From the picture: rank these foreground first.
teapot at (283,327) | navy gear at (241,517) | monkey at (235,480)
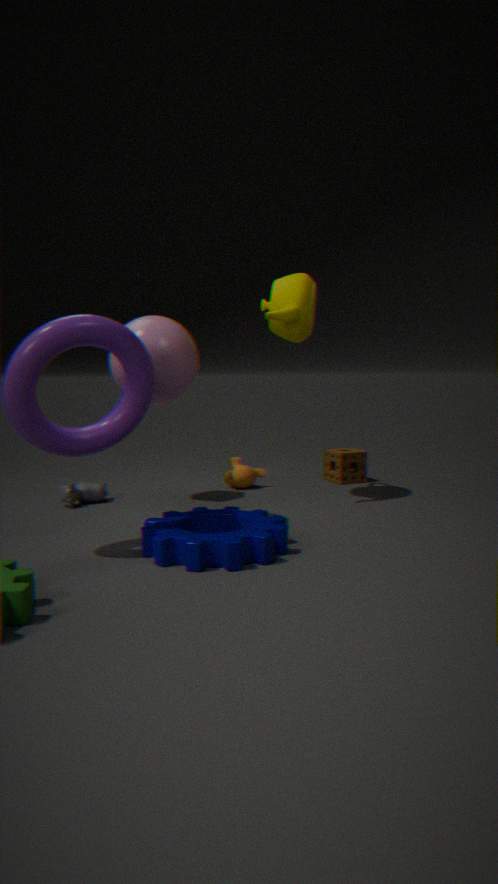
navy gear at (241,517) < teapot at (283,327) < monkey at (235,480)
